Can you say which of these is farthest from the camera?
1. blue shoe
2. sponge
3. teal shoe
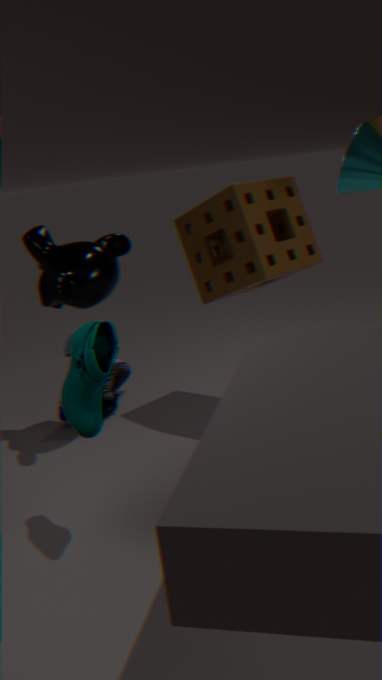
blue shoe
